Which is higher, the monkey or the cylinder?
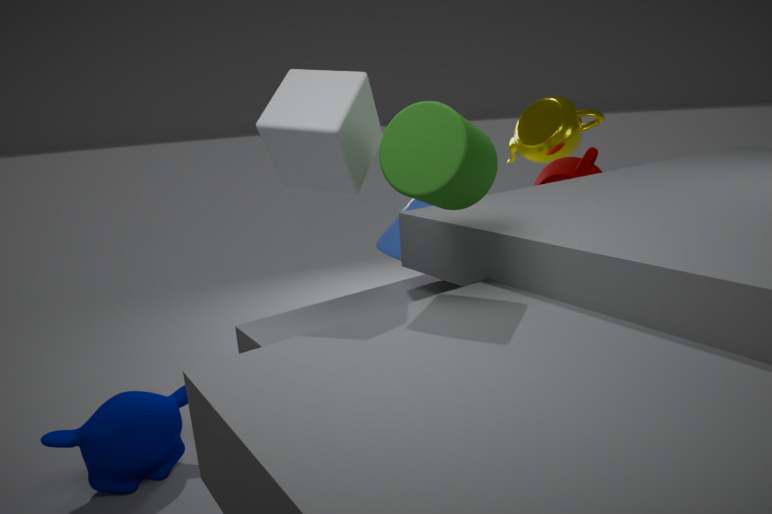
the cylinder
